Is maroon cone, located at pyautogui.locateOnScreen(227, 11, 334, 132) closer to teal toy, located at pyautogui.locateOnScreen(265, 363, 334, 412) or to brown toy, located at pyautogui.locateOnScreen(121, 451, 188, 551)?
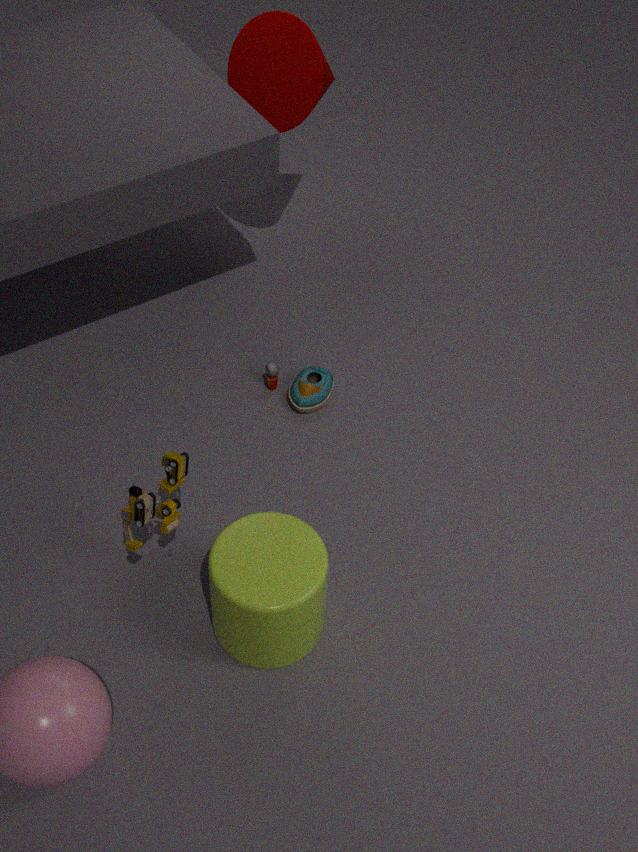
teal toy, located at pyautogui.locateOnScreen(265, 363, 334, 412)
